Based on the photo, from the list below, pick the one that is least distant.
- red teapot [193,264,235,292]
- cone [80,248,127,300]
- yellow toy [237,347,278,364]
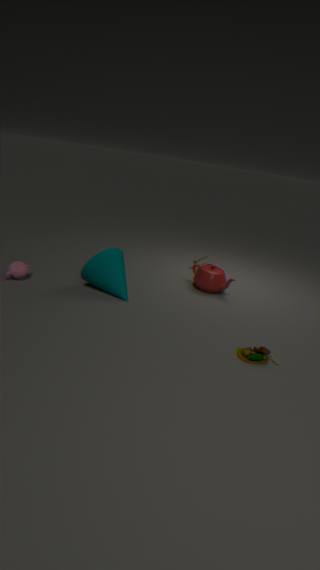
yellow toy [237,347,278,364]
